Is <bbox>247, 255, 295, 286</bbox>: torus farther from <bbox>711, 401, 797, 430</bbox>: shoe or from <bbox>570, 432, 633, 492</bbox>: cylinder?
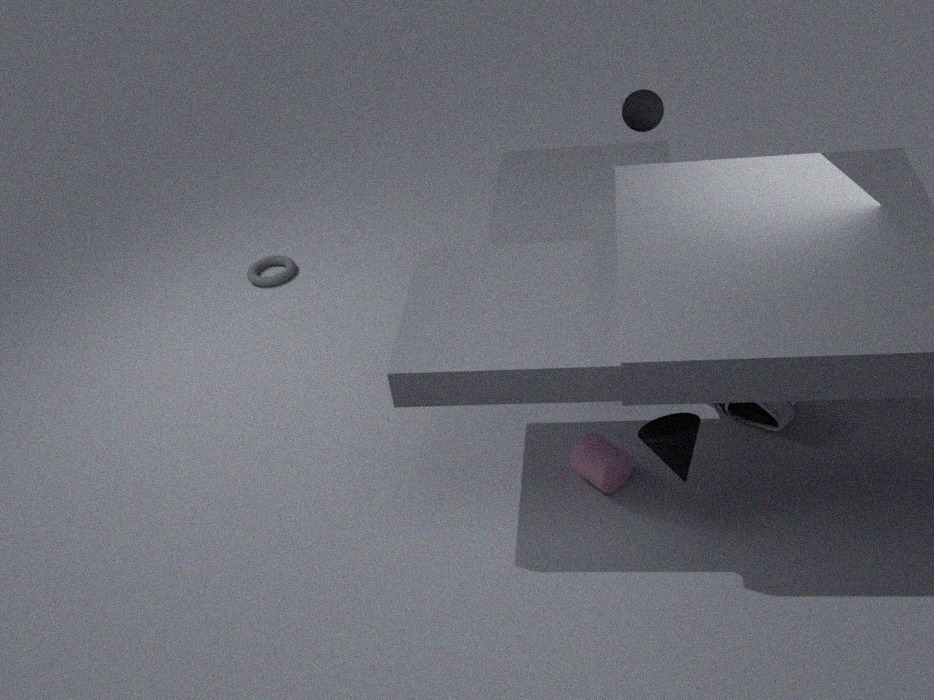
<bbox>711, 401, 797, 430</bbox>: shoe
